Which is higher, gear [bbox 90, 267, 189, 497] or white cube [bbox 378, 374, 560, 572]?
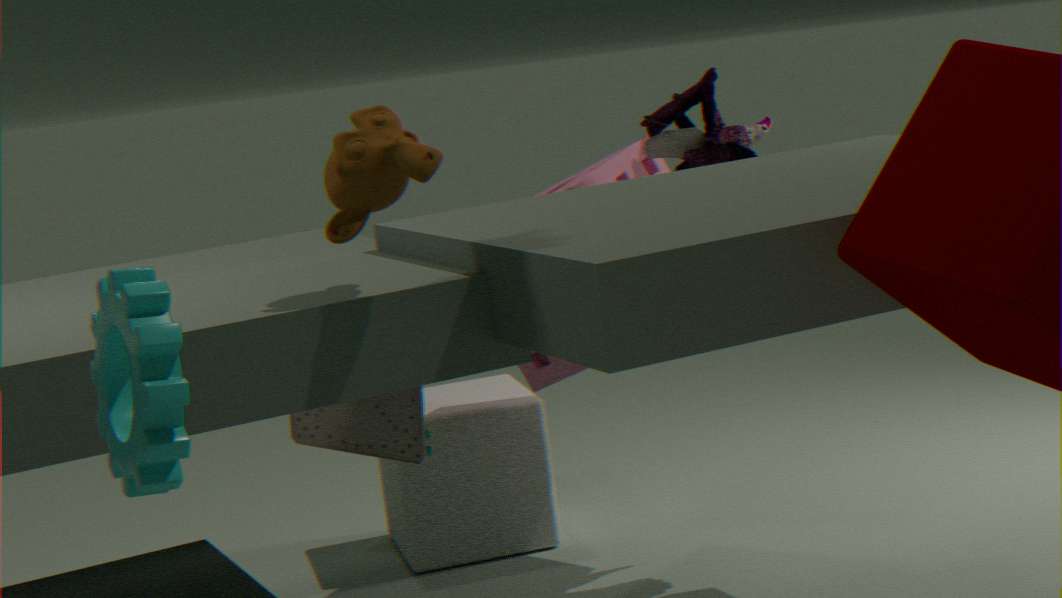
gear [bbox 90, 267, 189, 497]
